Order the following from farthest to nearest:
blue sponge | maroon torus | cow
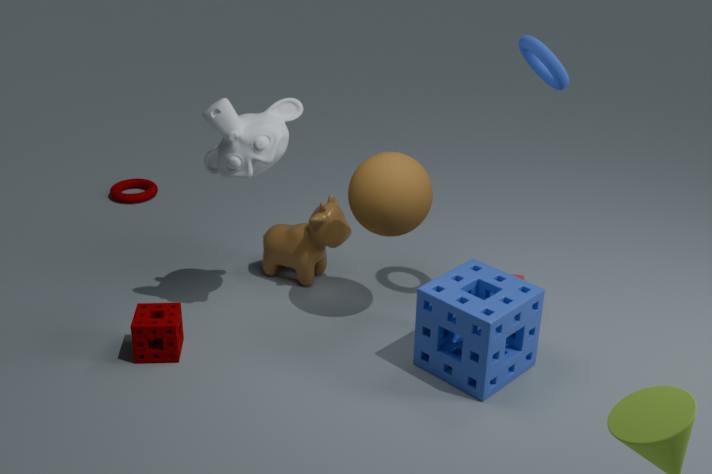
maroon torus → cow → blue sponge
